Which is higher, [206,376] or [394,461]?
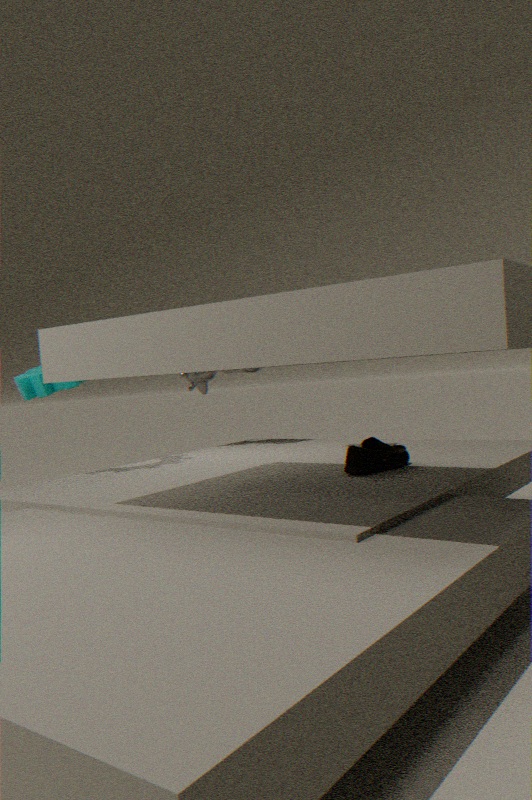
[206,376]
